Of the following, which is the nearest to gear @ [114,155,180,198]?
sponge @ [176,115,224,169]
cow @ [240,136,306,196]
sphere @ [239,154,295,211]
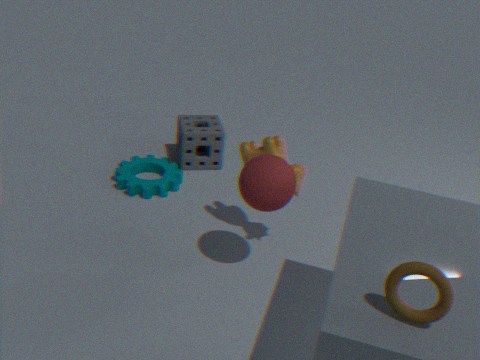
sponge @ [176,115,224,169]
